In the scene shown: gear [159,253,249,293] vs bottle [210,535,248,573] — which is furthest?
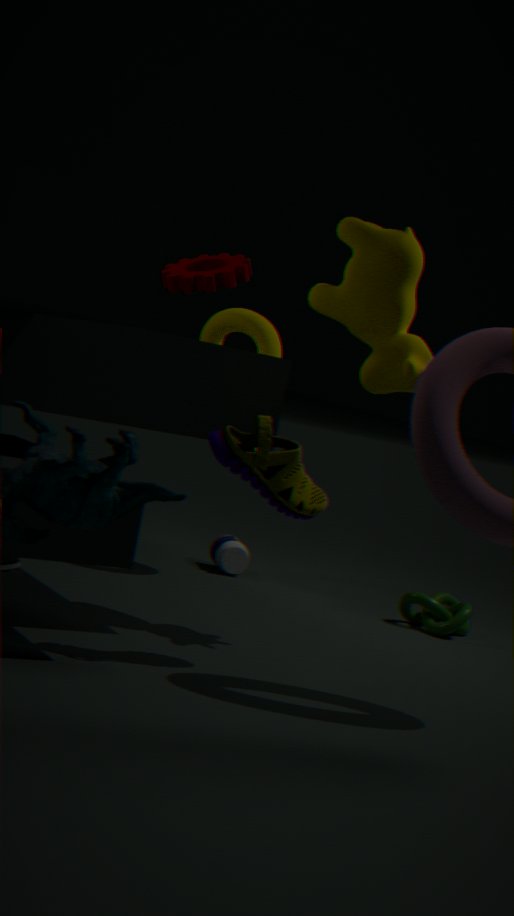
bottle [210,535,248,573]
